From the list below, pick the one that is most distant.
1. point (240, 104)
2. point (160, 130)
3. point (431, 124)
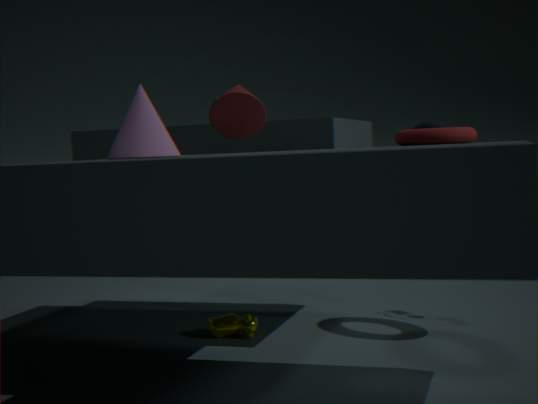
point (431, 124)
